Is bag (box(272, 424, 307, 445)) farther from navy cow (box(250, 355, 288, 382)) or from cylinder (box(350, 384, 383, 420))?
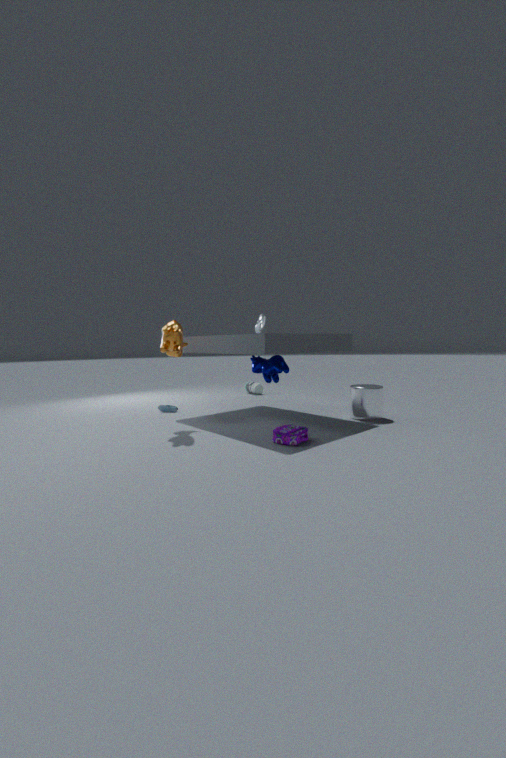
cylinder (box(350, 384, 383, 420))
